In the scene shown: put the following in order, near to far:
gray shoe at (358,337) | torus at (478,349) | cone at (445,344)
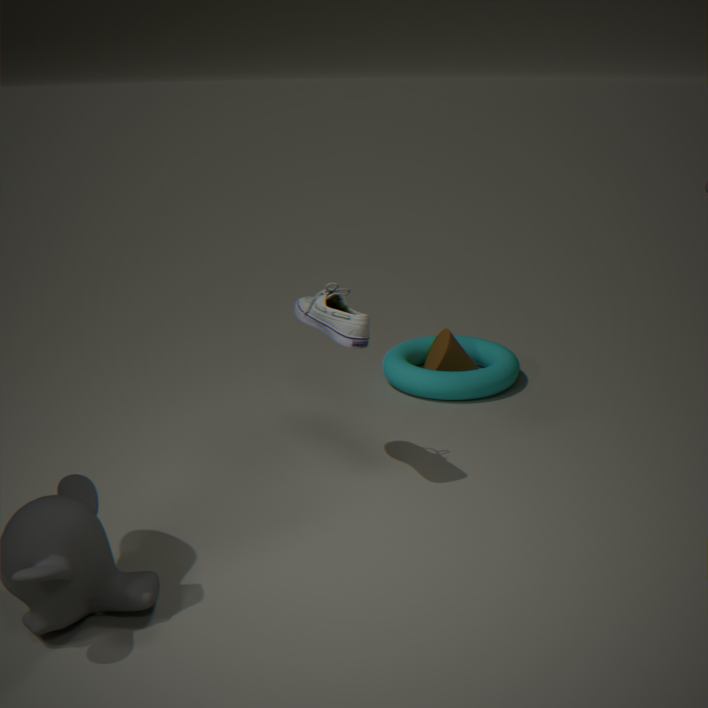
gray shoe at (358,337) < torus at (478,349) < cone at (445,344)
